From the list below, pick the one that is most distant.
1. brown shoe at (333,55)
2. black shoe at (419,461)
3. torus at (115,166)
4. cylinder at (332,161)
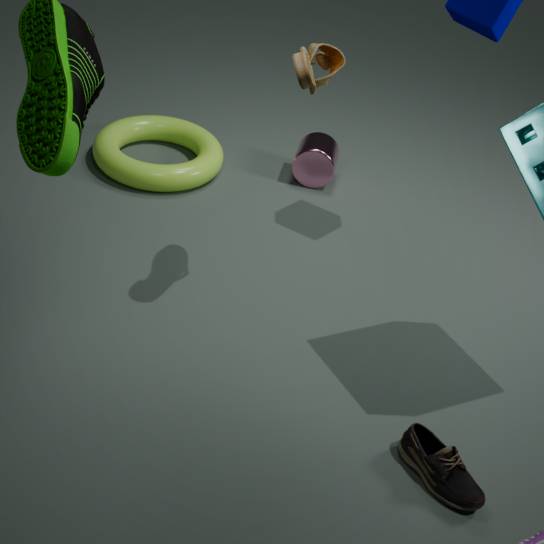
cylinder at (332,161)
